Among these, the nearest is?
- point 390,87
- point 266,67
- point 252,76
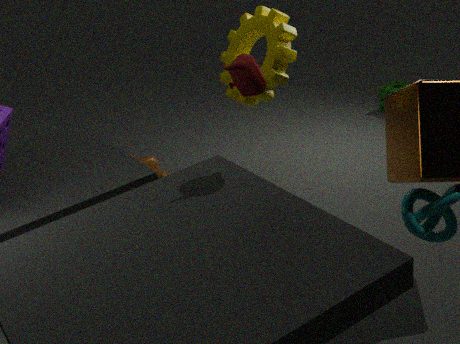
point 252,76
